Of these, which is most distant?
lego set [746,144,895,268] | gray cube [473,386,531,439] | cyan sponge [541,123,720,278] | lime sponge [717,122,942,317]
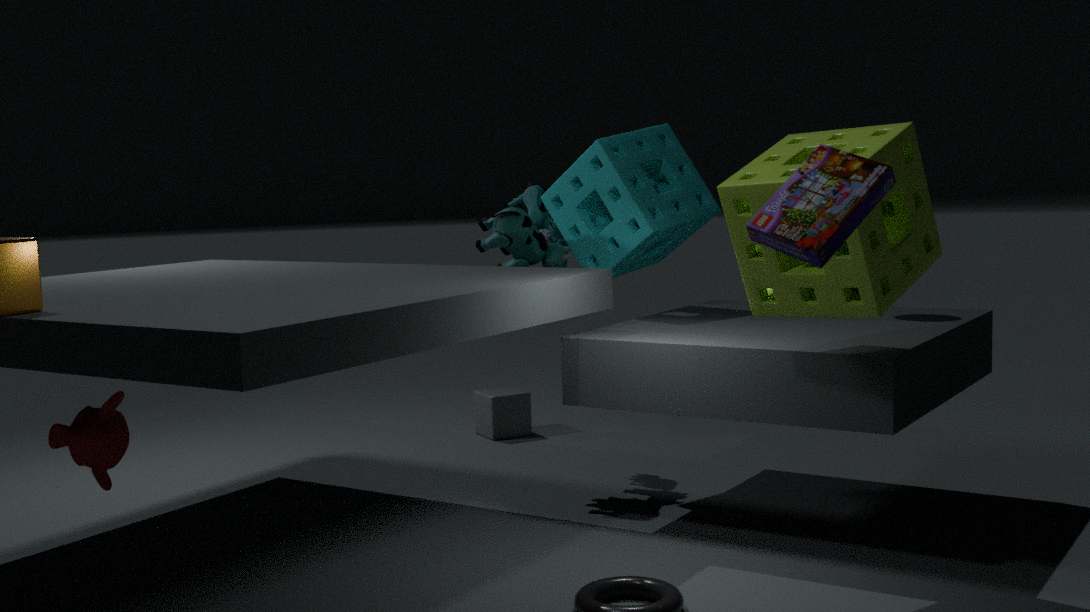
gray cube [473,386,531,439]
